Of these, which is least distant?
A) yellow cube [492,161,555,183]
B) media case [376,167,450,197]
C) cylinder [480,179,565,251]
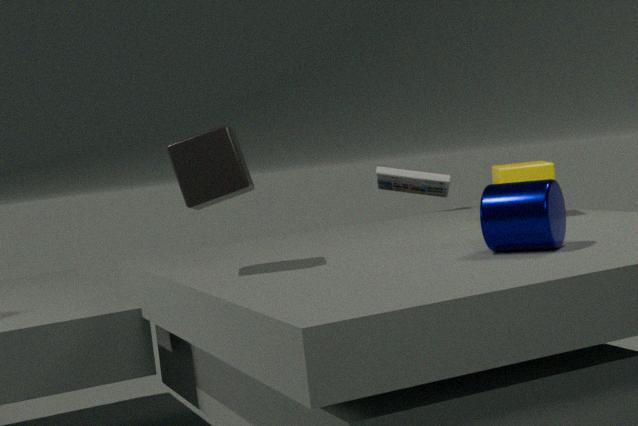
cylinder [480,179,565,251]
